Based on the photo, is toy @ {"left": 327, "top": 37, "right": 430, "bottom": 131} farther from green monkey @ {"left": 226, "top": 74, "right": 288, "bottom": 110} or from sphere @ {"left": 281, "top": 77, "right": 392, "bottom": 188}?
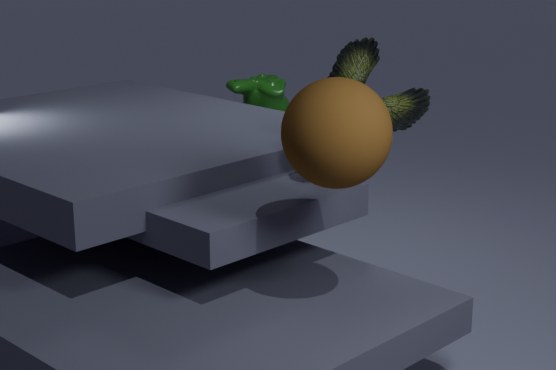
green monkey @ {"left": 226, "top": 74, "right": 288, "bottom": 110}
